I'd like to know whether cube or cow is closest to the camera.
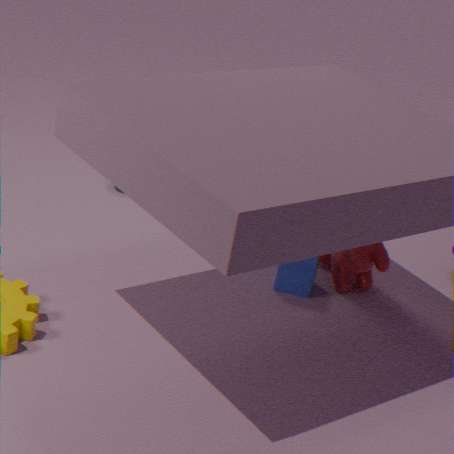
cow
